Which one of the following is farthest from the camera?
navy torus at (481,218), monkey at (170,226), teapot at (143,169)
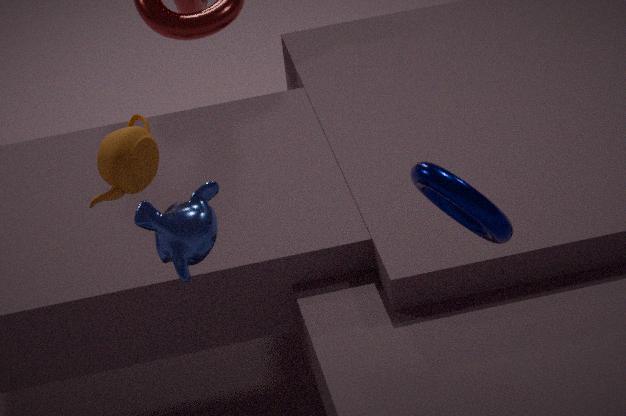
teapot at (143,169)
